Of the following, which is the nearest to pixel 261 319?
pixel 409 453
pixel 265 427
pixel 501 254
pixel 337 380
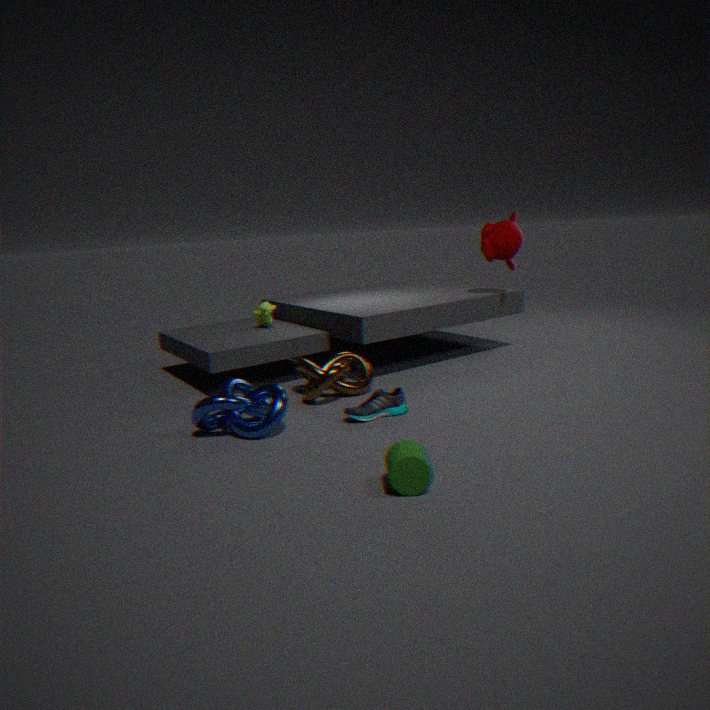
pixel 337 380
